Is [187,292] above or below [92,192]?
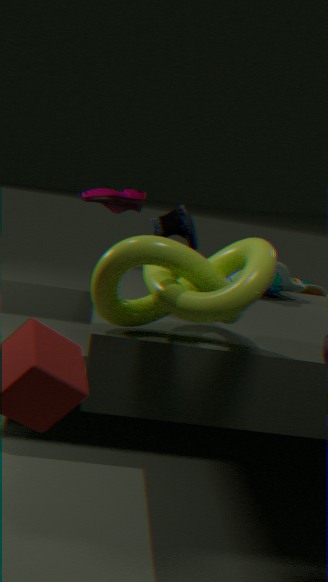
below
